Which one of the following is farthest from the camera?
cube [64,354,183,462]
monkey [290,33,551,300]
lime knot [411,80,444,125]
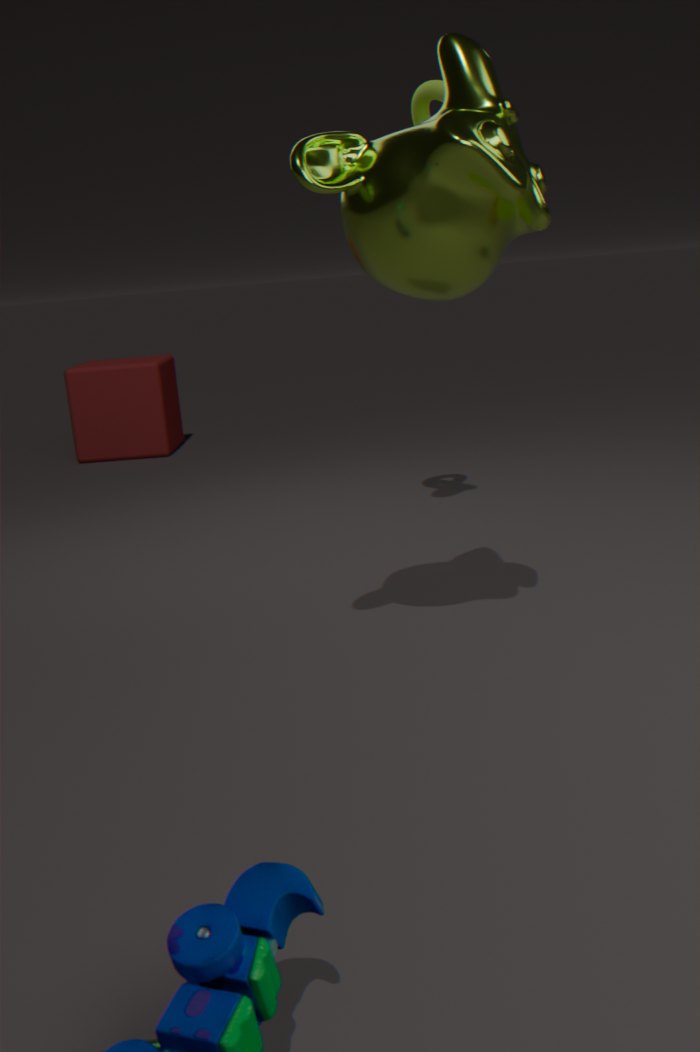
cube [64,354,183,462]
